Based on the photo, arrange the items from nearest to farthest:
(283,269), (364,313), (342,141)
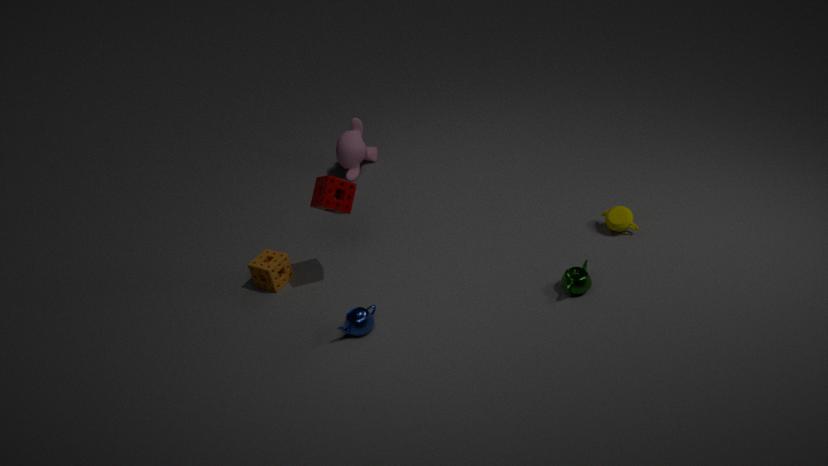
1. (364,313)
2. (283,269)
3. (342,141)
